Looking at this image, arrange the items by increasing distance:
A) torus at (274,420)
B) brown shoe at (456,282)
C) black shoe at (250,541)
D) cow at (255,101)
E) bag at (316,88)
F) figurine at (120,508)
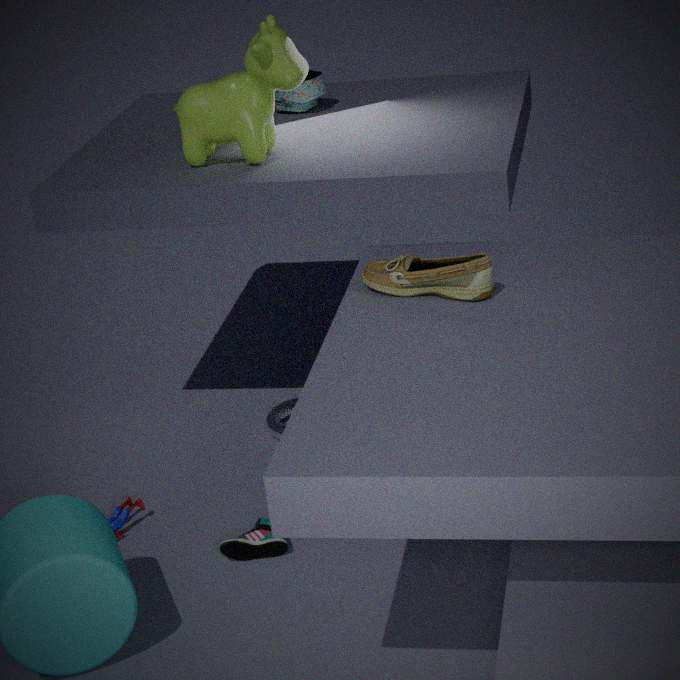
brown shoe at (456,282)
black shoe at (250,541)
cow at (255,101)
figurine at (120,508)
torus at (274,420)
bag at (316,88)
